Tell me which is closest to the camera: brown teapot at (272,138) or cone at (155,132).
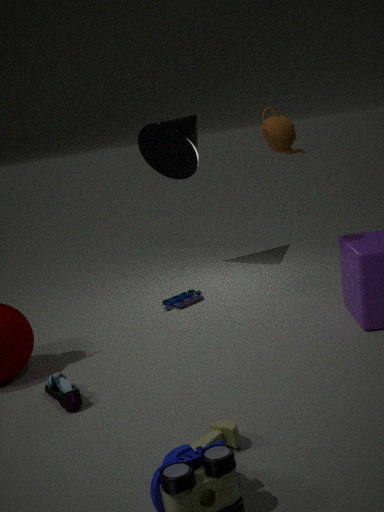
brown teapot at (272,138)
